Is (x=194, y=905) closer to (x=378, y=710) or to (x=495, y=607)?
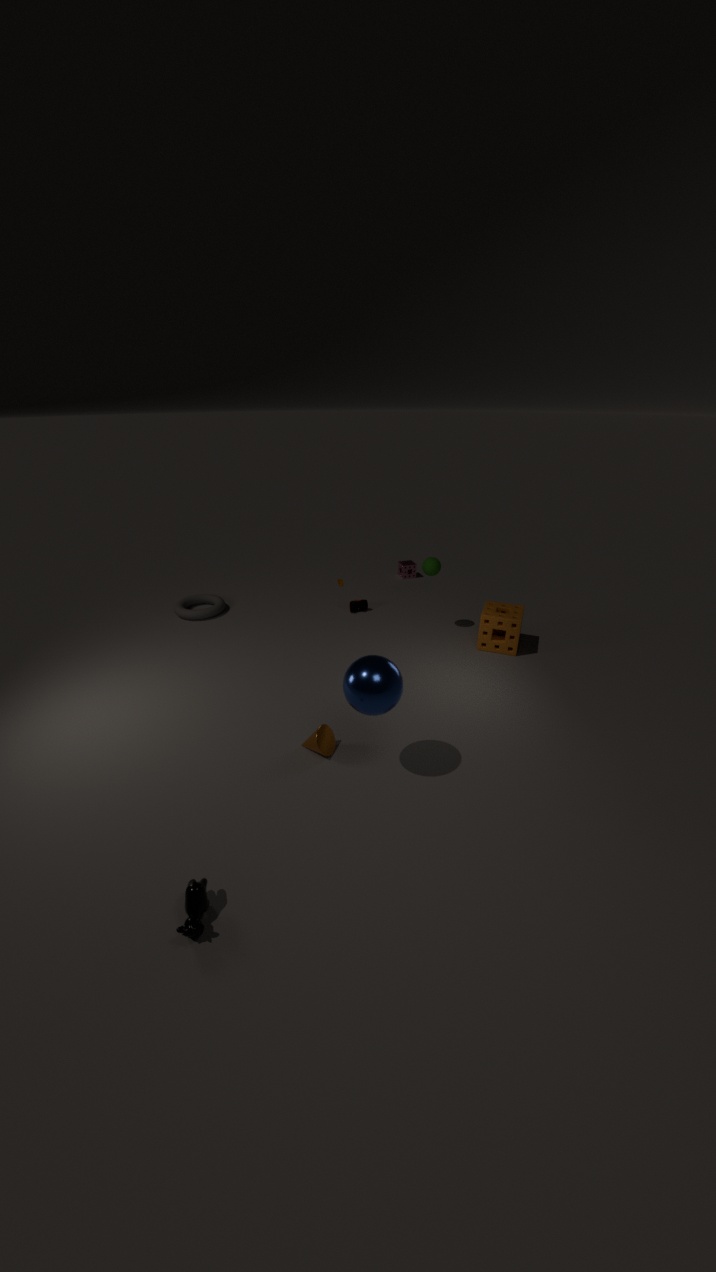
(x=378, y=710)
